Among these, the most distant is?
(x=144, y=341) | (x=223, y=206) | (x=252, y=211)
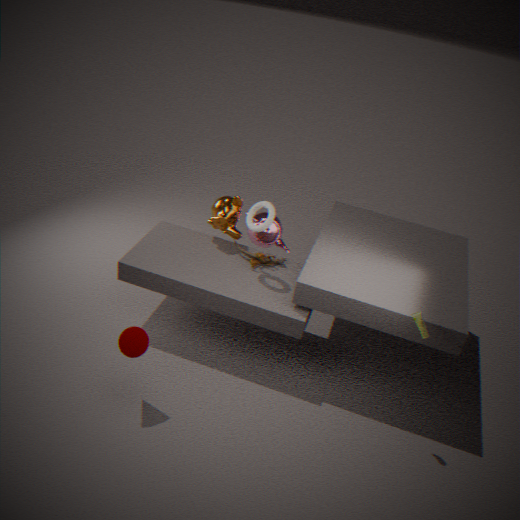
(x=223, y=206)
